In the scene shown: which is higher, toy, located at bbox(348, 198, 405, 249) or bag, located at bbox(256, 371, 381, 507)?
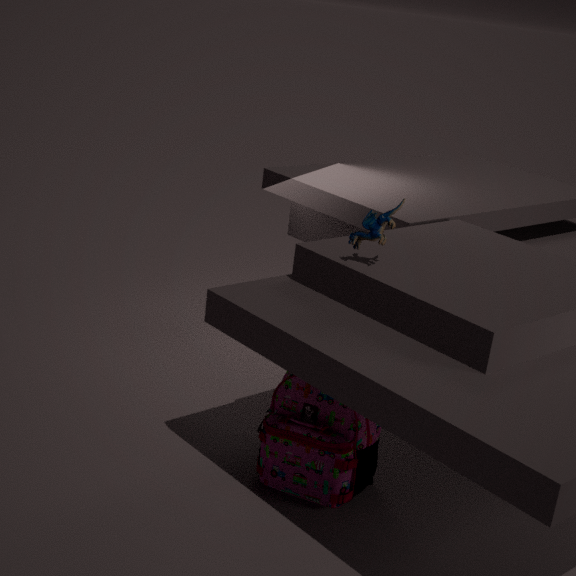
toy, located at bbox(348, 198, 405, 249)
